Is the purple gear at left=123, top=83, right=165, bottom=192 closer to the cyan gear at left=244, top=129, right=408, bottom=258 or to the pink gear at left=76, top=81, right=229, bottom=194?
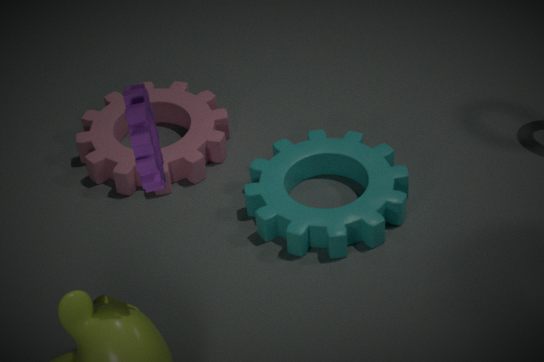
the cyan gear at left=244, top=129, right=408, bottom=258
